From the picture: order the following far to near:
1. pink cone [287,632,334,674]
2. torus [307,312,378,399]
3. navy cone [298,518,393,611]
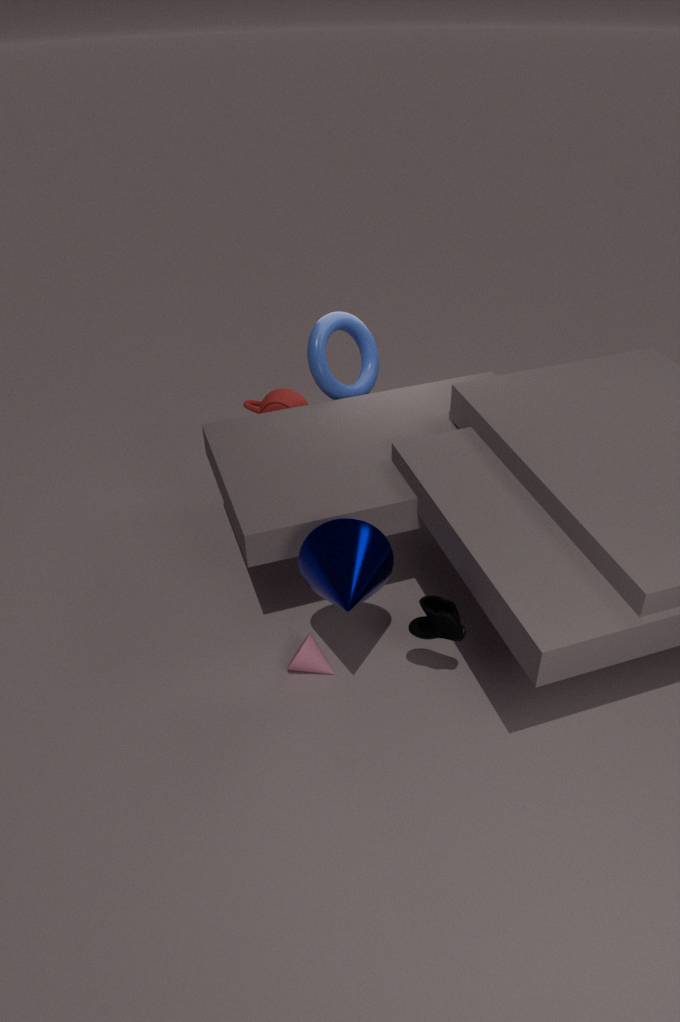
torus [307,312,378,399], pink cone [287,632,334,674], navy cone [298,518,393,611]
